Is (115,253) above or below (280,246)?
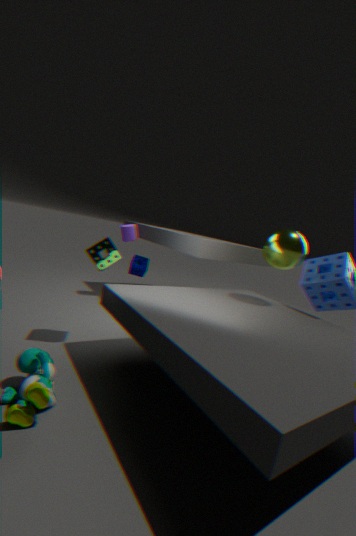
below
